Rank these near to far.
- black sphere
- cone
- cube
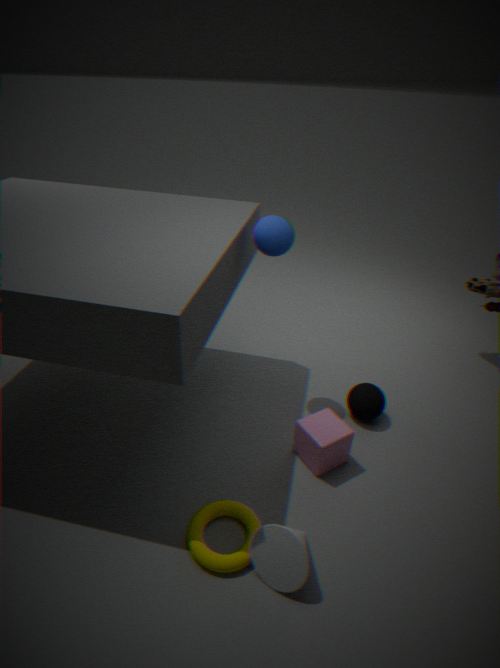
cone, cube, black sphere
